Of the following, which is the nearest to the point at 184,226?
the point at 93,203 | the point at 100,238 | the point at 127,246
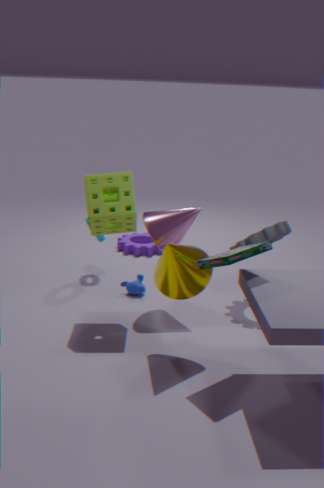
the point at 93,203
